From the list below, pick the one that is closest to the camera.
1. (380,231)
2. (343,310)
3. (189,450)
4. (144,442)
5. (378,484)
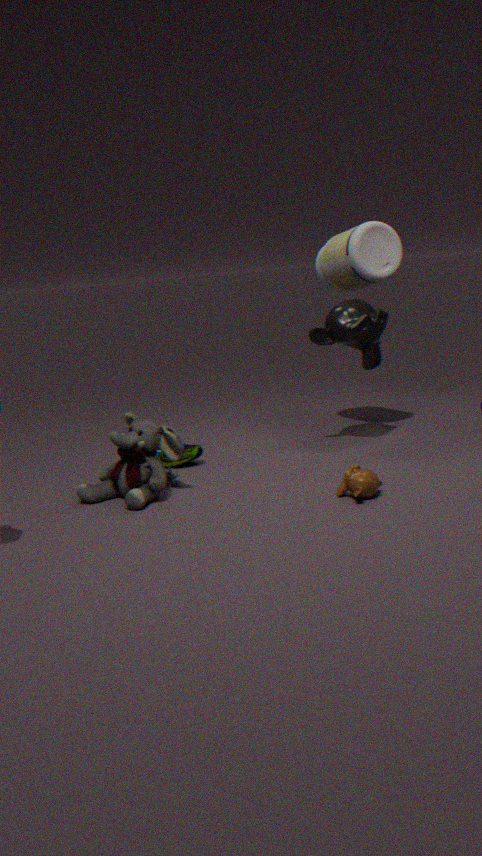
(378,484)
